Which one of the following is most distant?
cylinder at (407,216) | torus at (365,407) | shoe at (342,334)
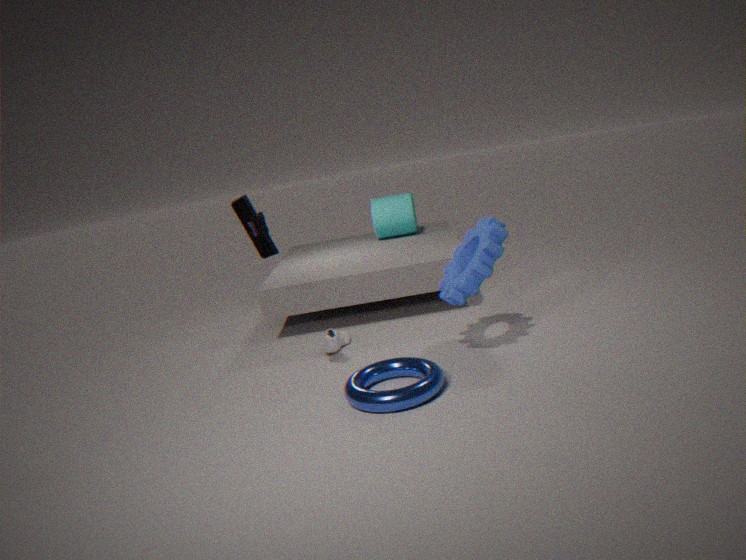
cylinder at (407,216)
